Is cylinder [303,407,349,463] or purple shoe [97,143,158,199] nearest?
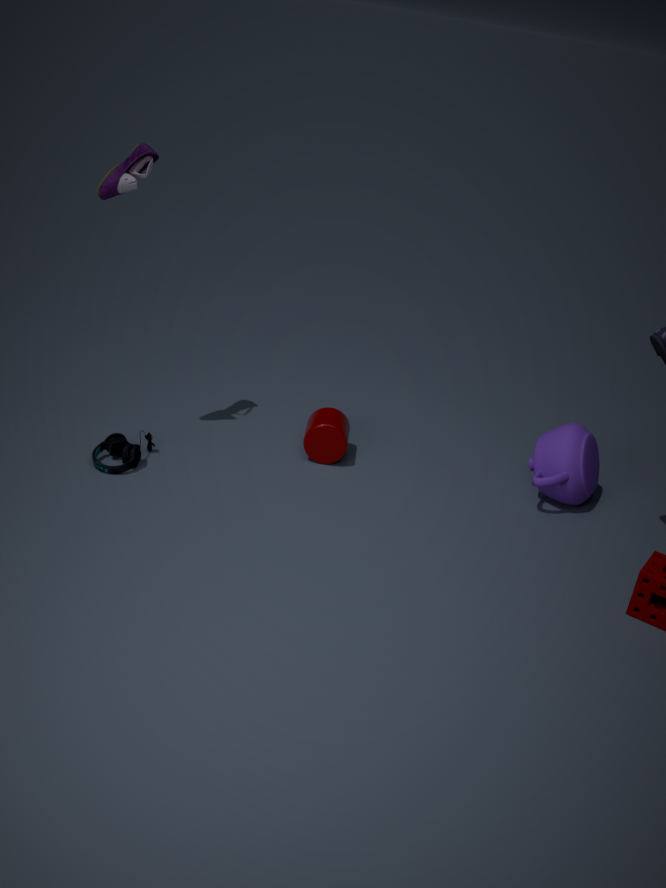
purple shoe [97,143,158,199]
